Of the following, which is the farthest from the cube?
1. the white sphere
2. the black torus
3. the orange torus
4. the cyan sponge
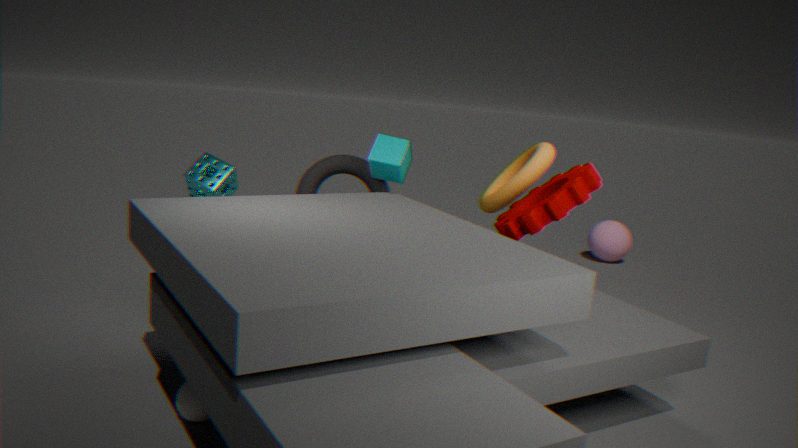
the white sphere
